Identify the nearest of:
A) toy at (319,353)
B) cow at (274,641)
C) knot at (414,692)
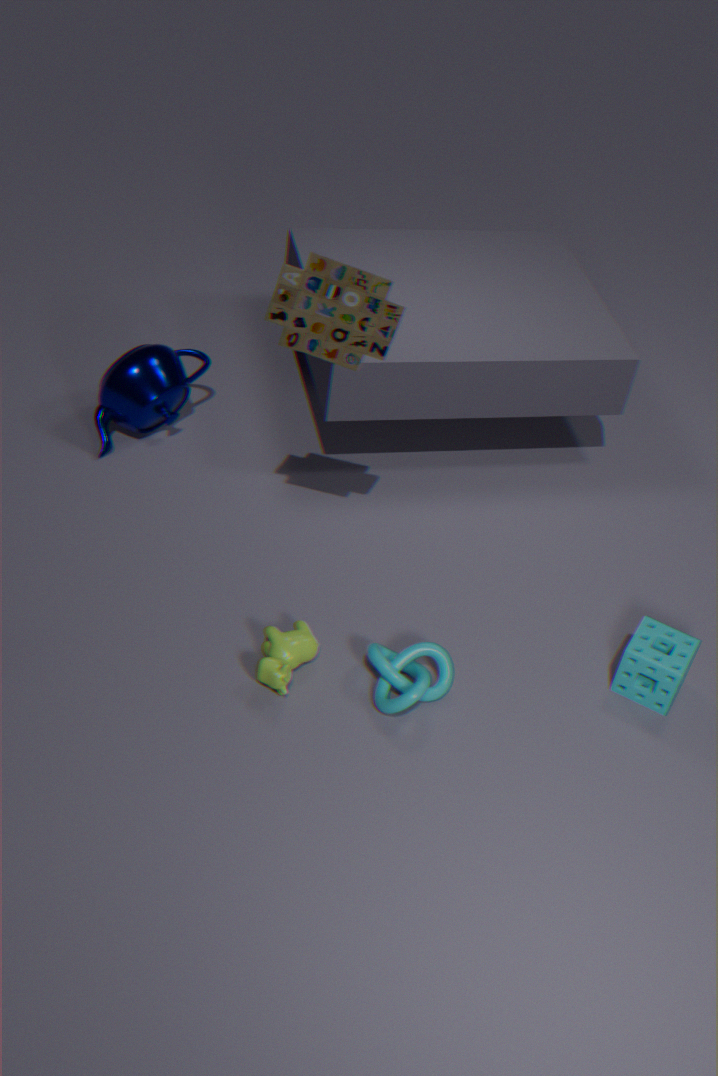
toy at (319,353)
